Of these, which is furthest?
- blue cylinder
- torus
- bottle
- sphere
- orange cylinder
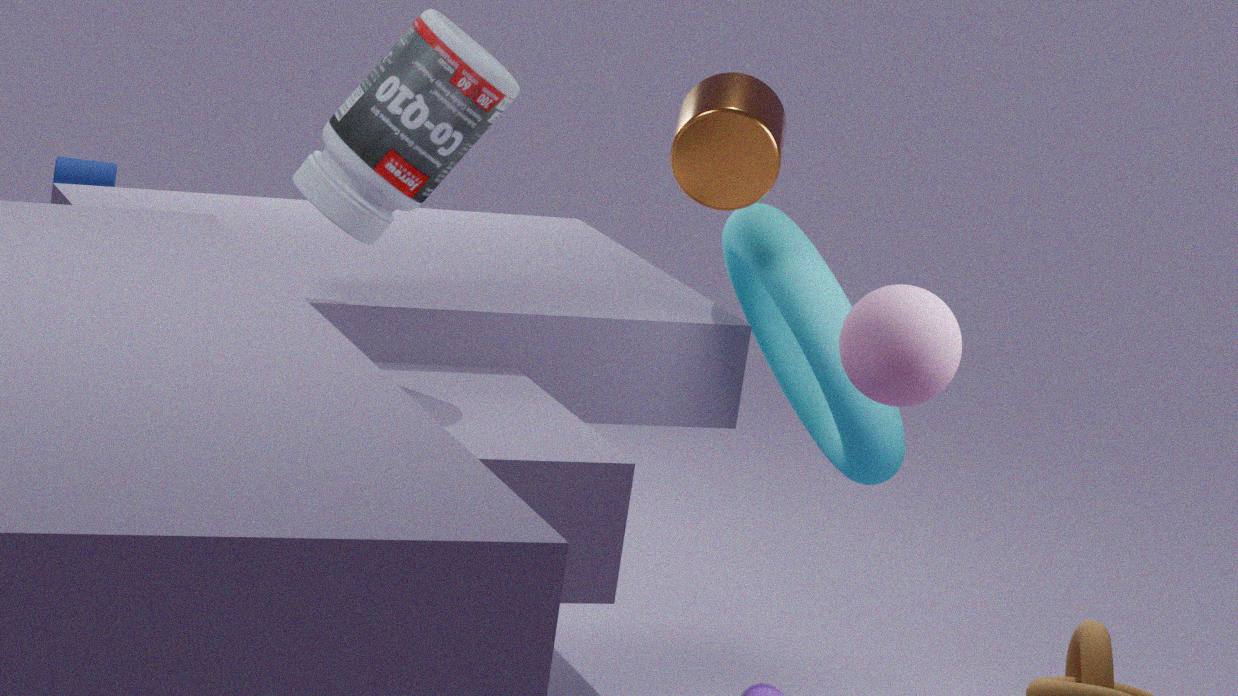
blue cylinder
